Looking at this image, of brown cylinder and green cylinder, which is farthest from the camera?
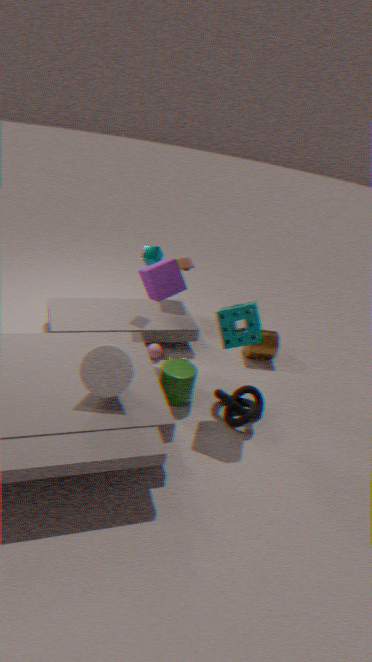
brown cylinder
